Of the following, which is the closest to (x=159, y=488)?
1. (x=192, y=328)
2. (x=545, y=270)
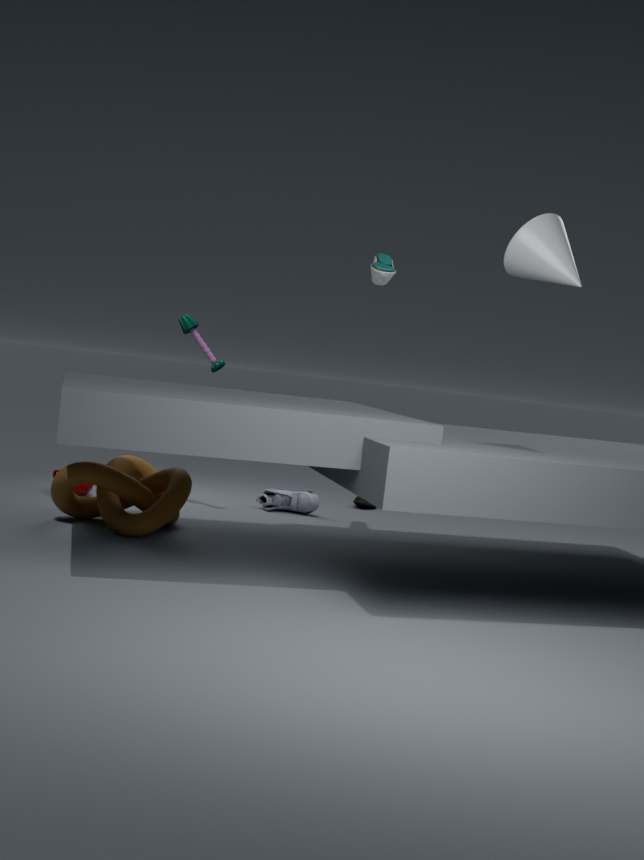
(x=192, y=328)
